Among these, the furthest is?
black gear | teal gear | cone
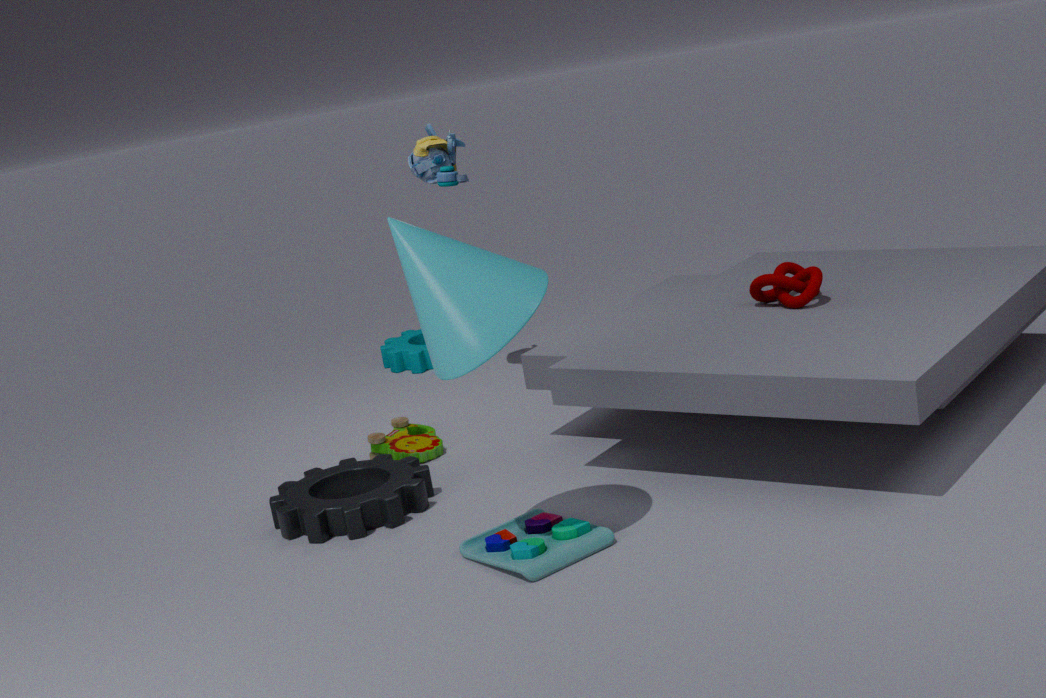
teal gear
